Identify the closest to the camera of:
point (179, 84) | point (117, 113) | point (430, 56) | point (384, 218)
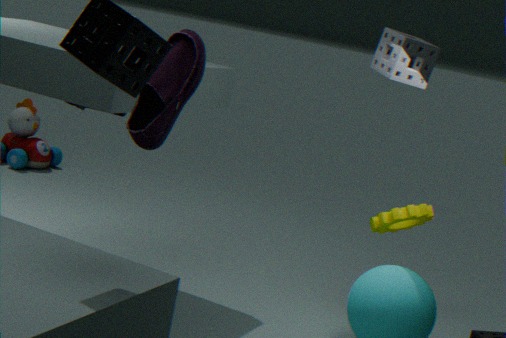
point (179, 84)
